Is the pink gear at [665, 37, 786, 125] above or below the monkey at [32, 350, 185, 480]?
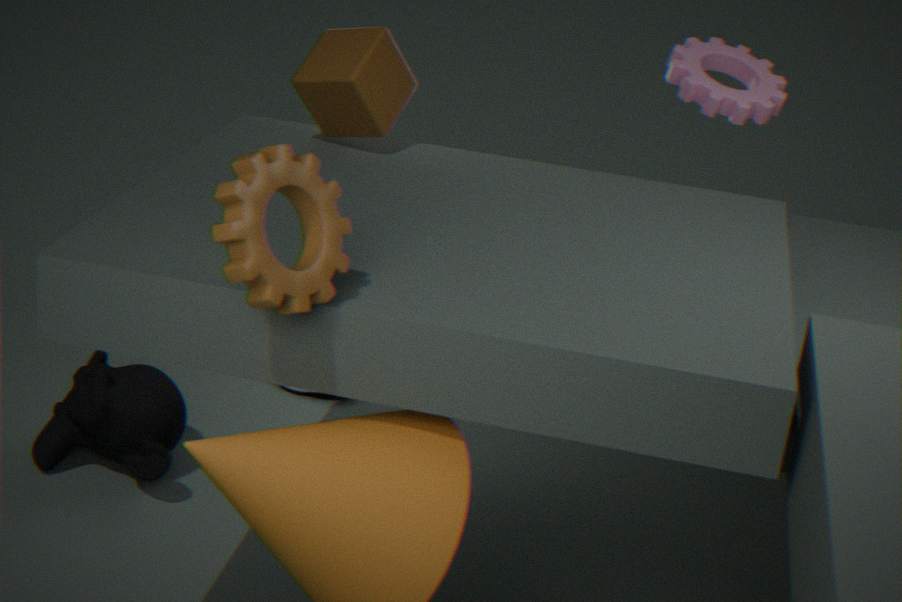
above
